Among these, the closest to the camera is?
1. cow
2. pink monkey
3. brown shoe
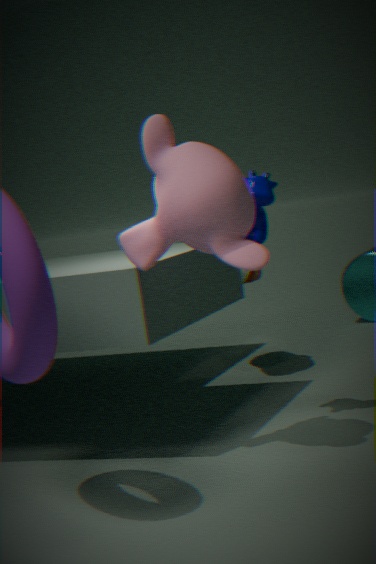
pink monkey
